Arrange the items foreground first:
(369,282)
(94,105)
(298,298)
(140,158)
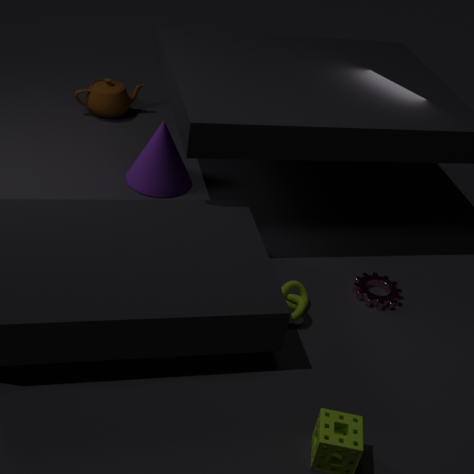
(298,298) < (369,282) < (140,158) < (94,105)
